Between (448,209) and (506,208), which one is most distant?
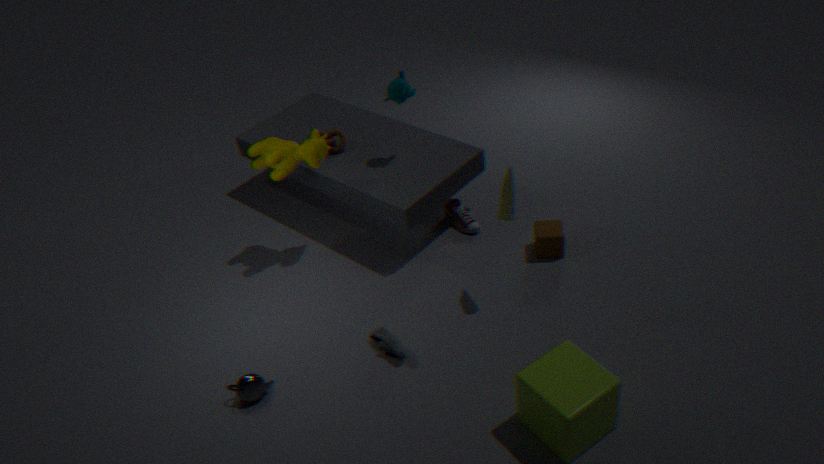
(448,209)
